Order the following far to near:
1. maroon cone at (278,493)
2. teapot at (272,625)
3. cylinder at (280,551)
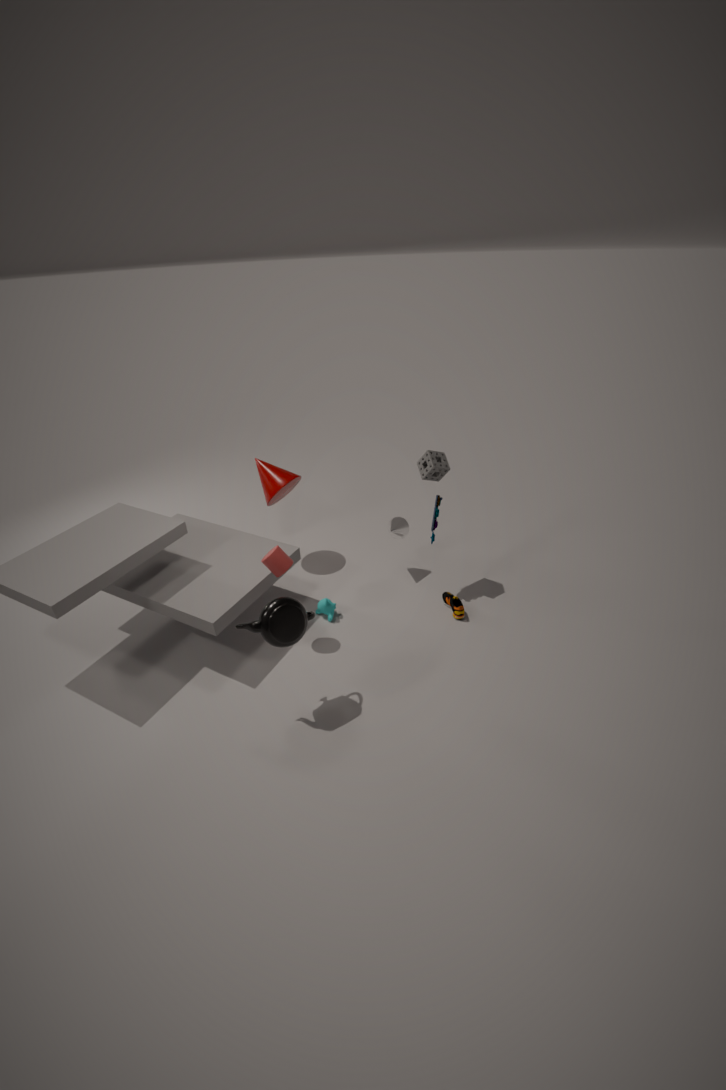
maroon cone at (278,493), cylinder at (280,551), teapot at (272,625)
